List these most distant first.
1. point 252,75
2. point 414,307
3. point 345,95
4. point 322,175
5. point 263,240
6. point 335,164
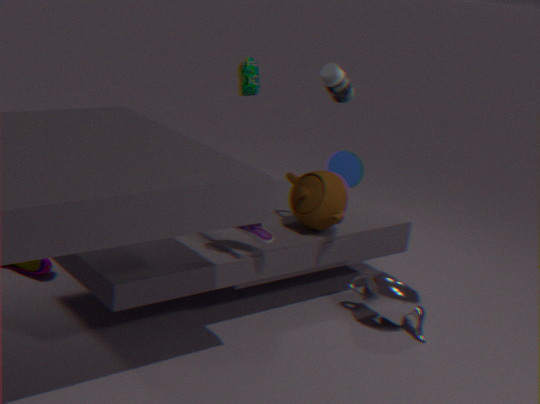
point 345,95 < point 252,75 < point 335,164 < point 322,175 < point 414,307 < point 263,240
